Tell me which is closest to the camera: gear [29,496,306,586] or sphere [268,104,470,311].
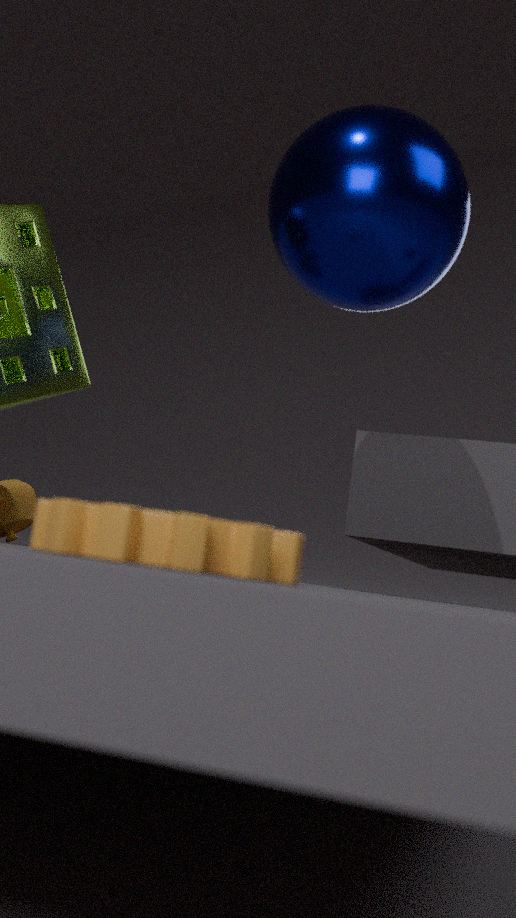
gear [29,496,306,586]
